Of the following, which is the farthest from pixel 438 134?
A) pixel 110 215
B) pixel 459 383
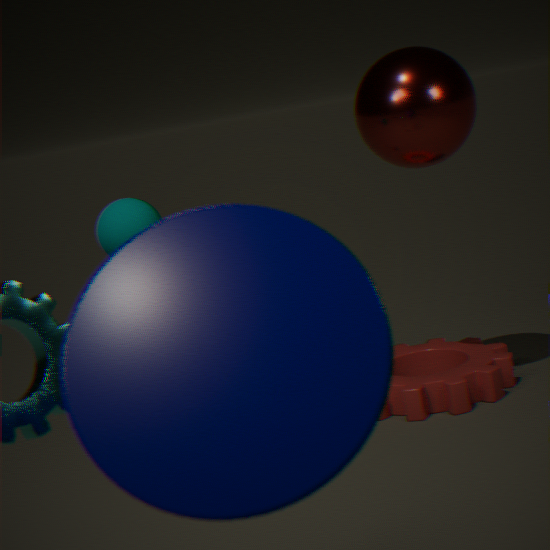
pixel 110 215
